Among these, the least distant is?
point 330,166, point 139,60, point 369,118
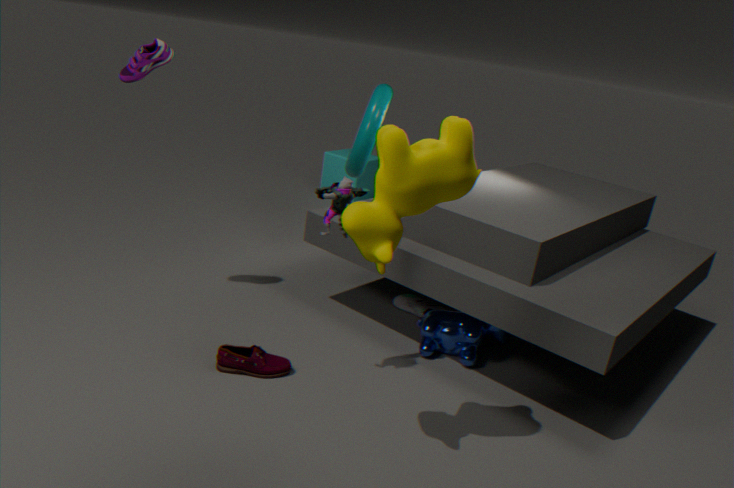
point 139,60
